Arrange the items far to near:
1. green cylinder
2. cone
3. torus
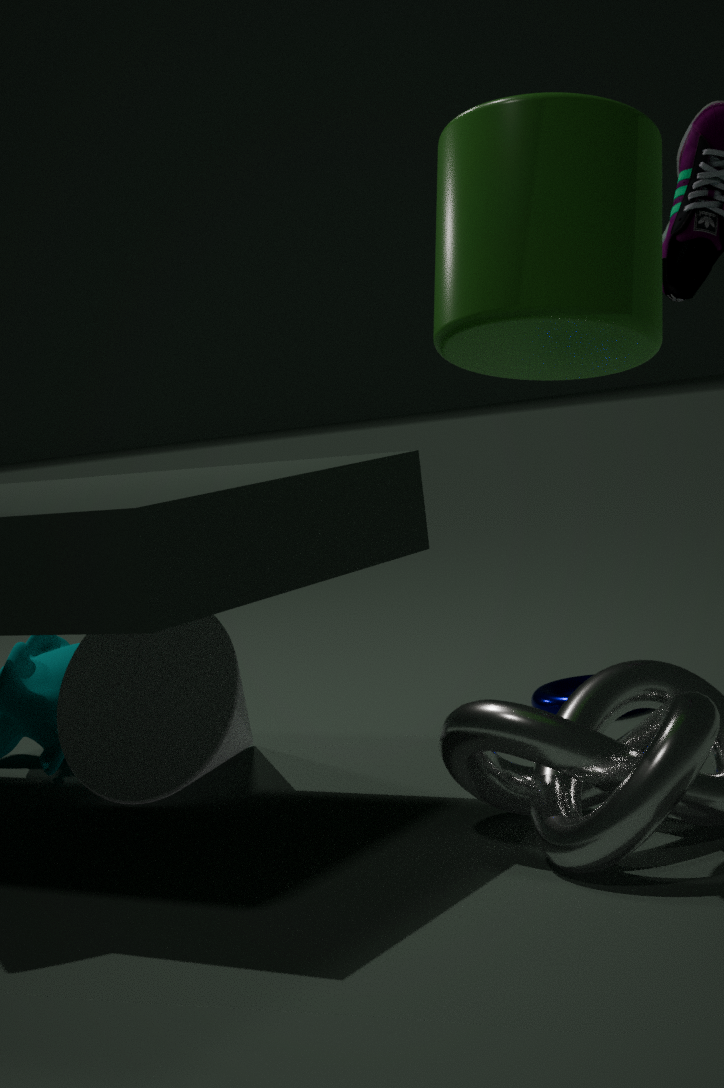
torus
cone
green cylinder
